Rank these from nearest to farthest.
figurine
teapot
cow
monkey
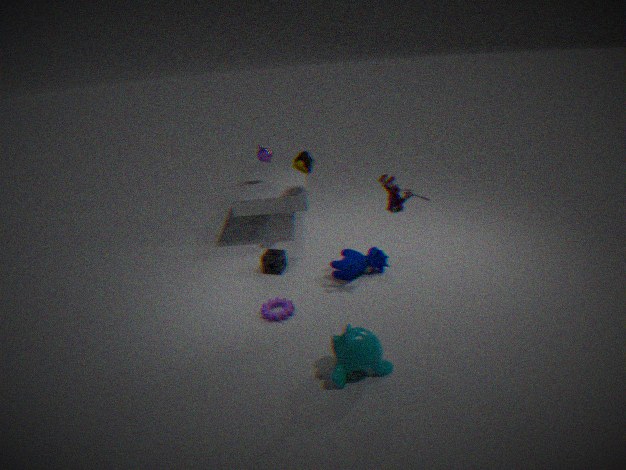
monkey → figurine → cow → teapot
